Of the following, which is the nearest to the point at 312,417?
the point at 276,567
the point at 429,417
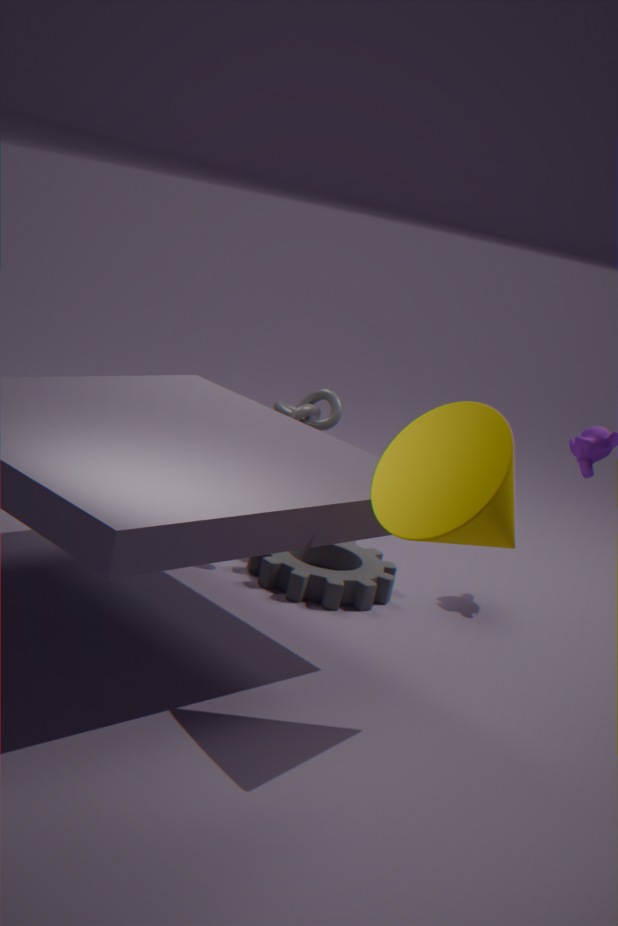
the point at 276,567
